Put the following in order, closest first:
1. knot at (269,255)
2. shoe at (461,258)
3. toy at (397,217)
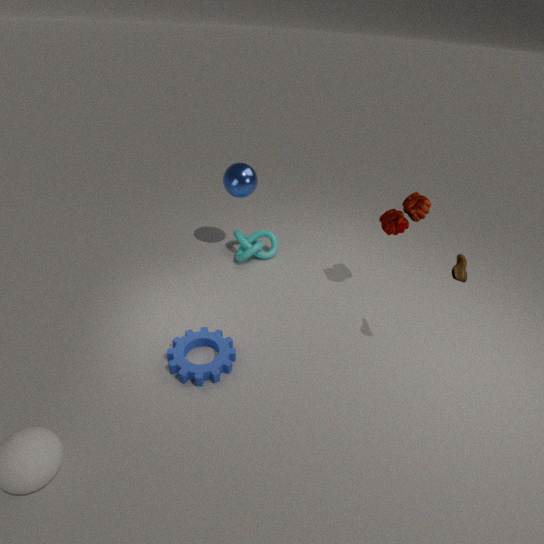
1. shoe at (461,258)
2. toy at (397,217)
3. knot at (269,255)
